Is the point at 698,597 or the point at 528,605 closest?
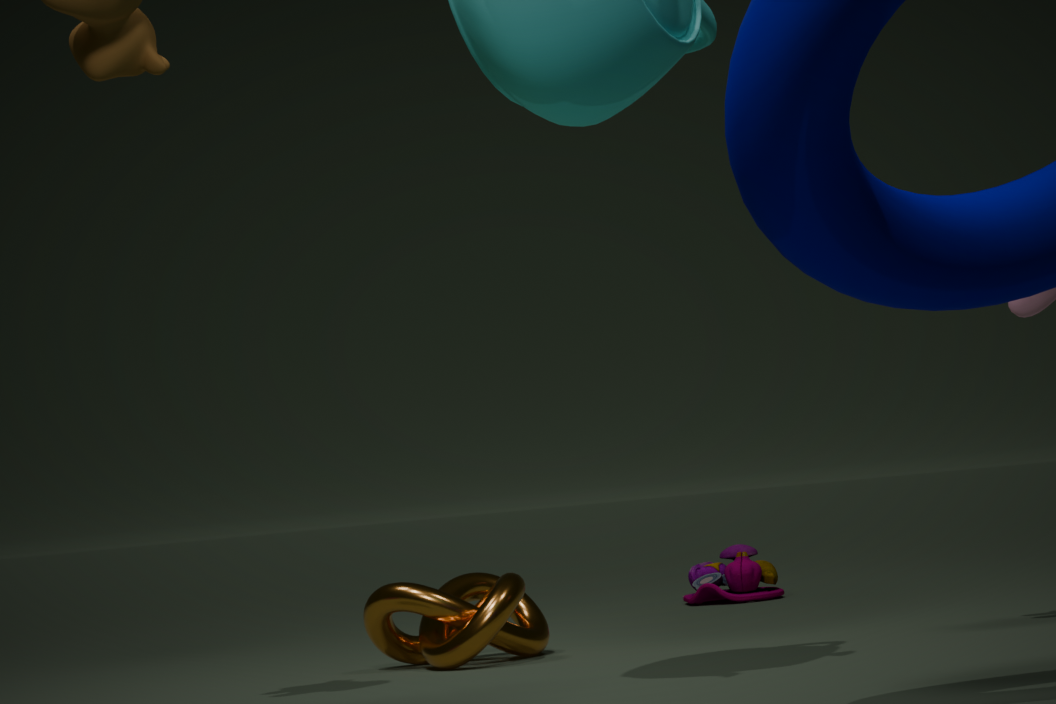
the point at 528,605
